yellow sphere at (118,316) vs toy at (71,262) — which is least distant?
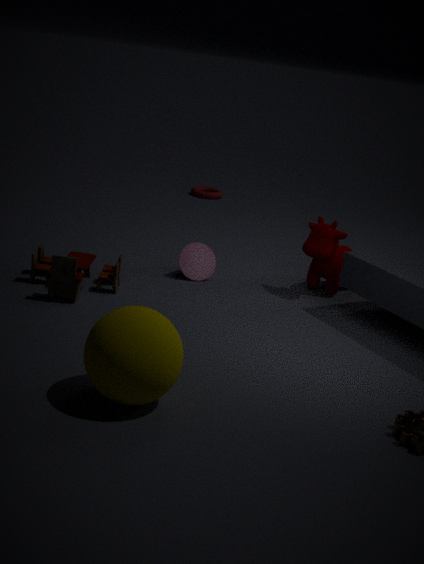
yellow sphere at (118,316)
